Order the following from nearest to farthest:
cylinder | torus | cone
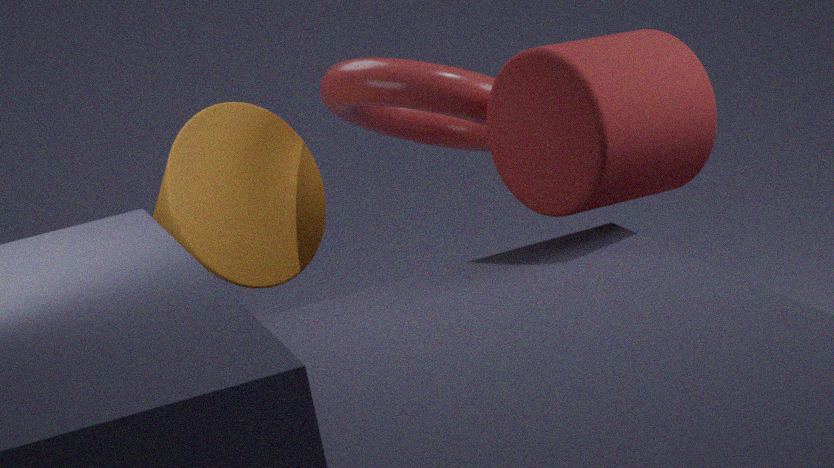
1. cylinder
2. torus
3. cone
